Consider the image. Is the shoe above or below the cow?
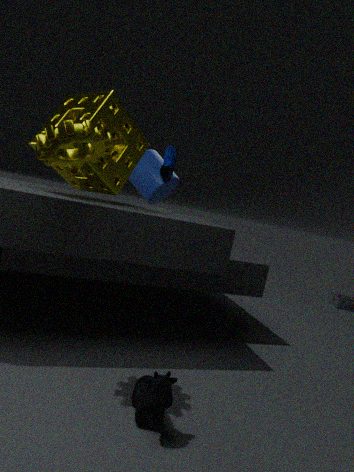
above
